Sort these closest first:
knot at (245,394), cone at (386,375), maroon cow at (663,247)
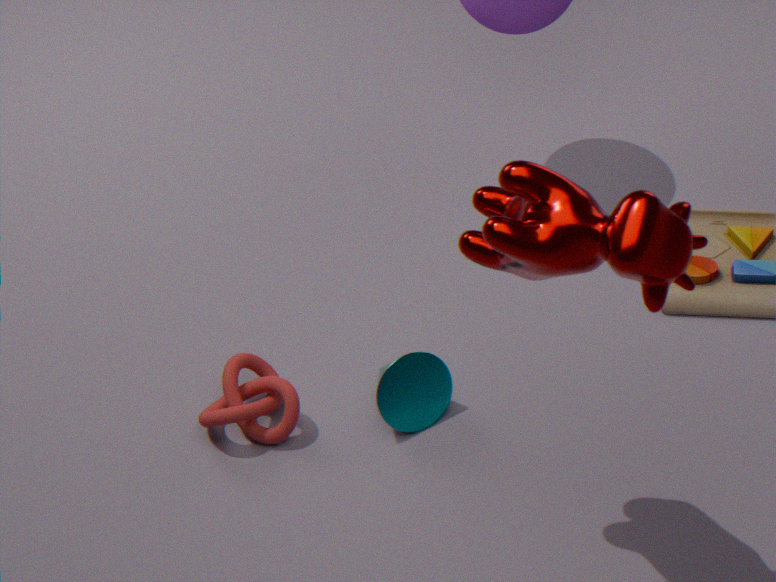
1. maroon cow at (663,247)
2. cone at (386,375)
3. knot at (245,394)
